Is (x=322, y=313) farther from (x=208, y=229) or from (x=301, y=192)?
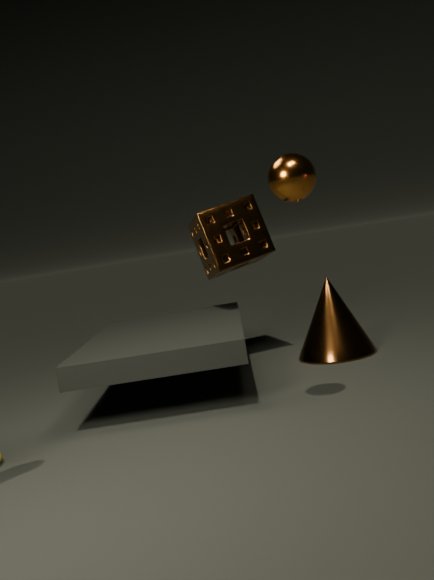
(x=301, y=192)
